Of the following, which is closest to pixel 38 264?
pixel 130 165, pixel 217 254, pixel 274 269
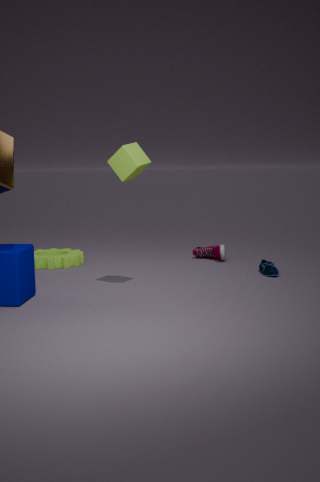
pixel 217 254
